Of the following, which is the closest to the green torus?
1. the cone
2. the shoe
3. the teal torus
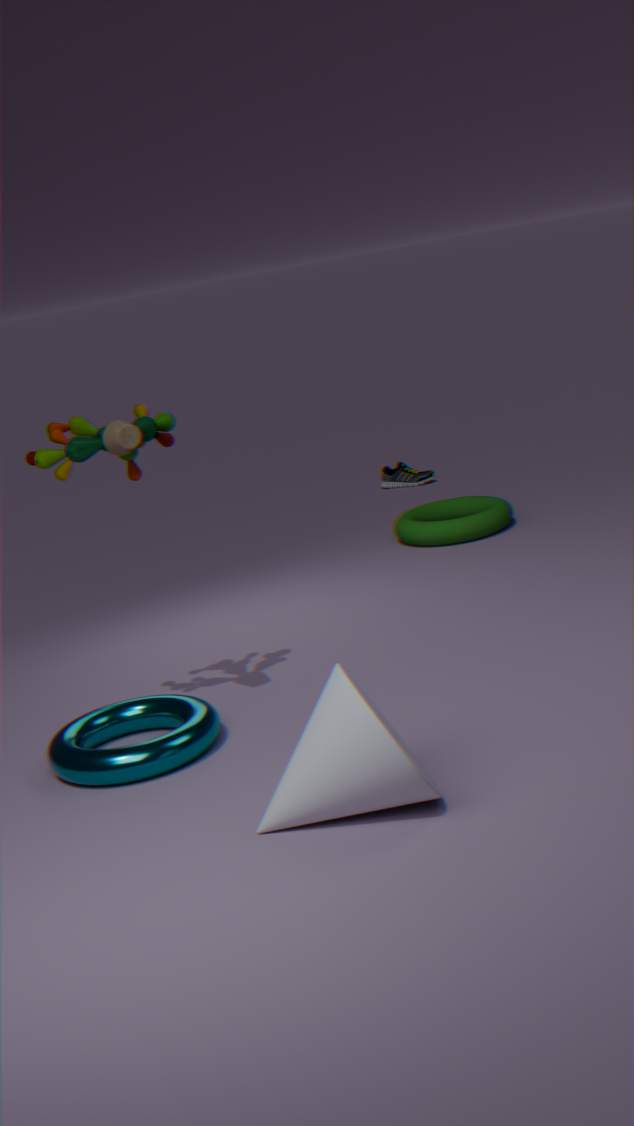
the shoe
